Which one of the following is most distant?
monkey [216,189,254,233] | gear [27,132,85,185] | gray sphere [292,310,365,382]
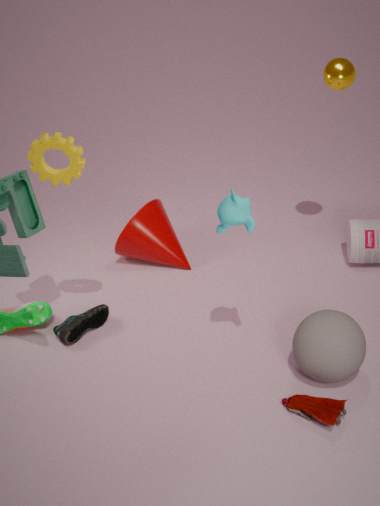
gray sphere [292,310,365,382]
